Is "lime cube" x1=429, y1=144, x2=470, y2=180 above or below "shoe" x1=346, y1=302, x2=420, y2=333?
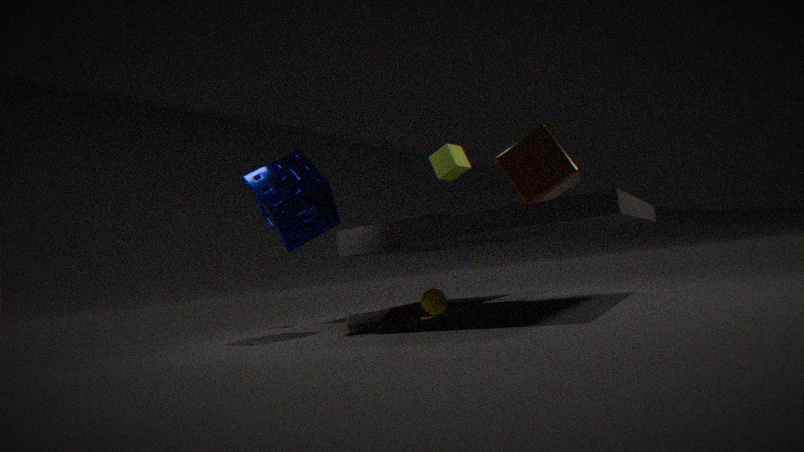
above
